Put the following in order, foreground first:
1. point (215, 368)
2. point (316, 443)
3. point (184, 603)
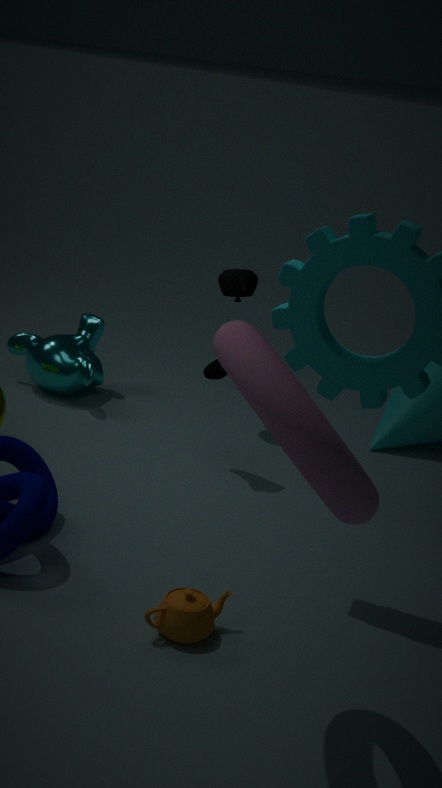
1. point (316, 443)
2. point (184, 603)
3. point (215, 368)
